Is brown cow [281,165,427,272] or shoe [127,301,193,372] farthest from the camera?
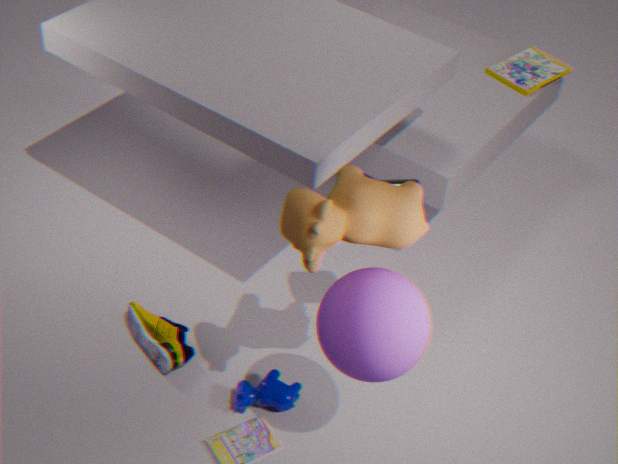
shoe [127,301,193,372]
